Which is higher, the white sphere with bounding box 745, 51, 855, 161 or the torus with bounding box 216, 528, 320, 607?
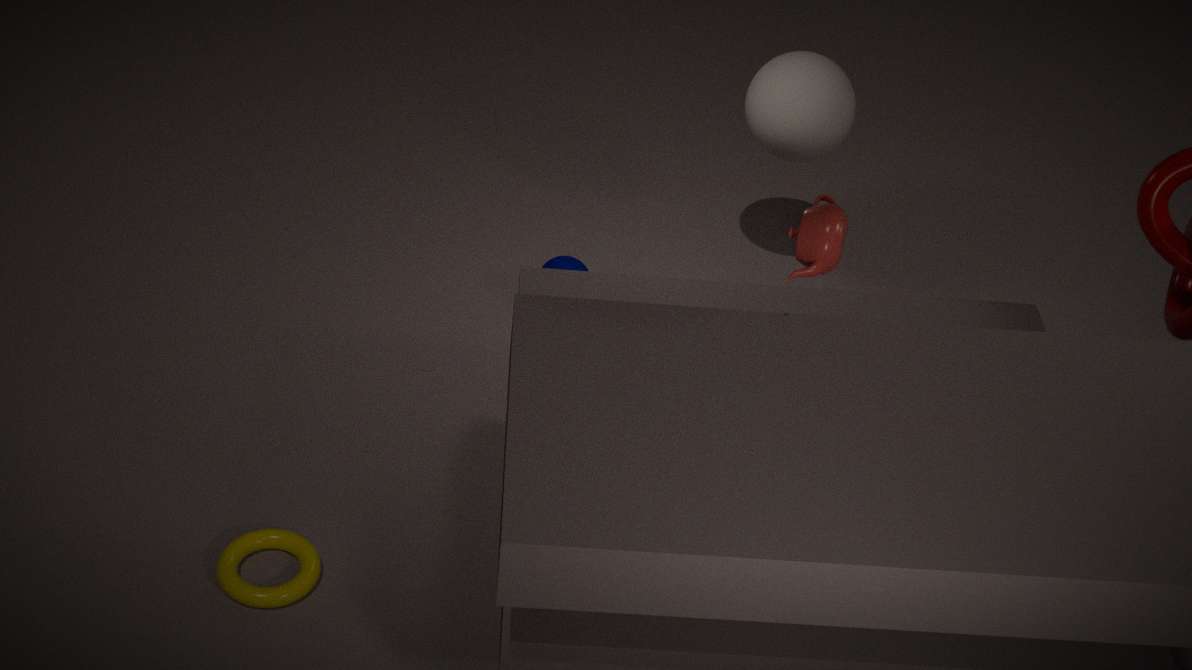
the white sphere with bounding box 745, 51, 855, 161
